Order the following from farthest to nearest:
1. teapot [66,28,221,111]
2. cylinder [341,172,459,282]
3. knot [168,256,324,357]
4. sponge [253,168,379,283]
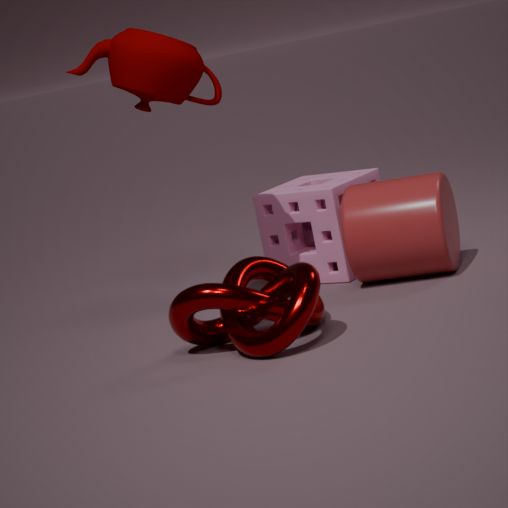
sponge [253,168,379,283], cylinder [341,172,459,282], teapot [66,28,221,111], knot [168,256,324,357]
